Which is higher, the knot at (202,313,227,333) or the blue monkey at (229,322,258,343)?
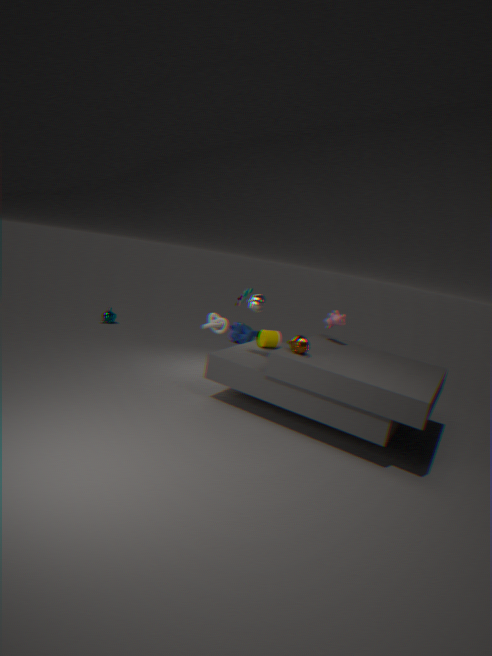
the knot at (202,313,227,333)
